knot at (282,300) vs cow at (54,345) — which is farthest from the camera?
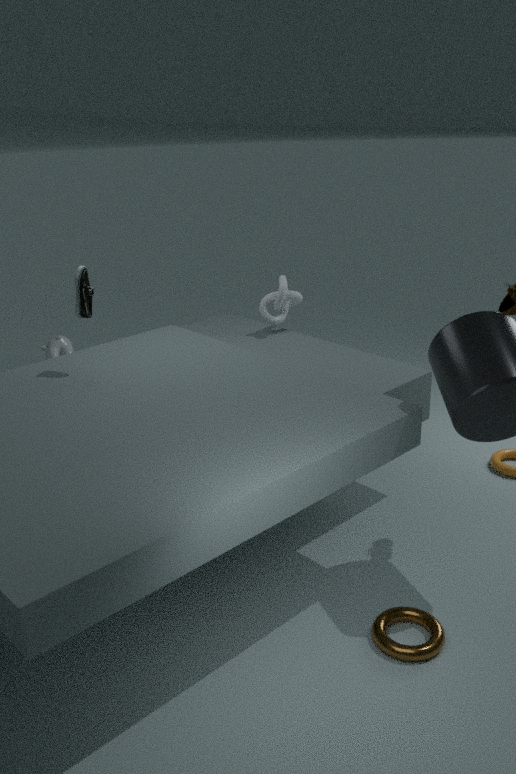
cow at (54,345)
